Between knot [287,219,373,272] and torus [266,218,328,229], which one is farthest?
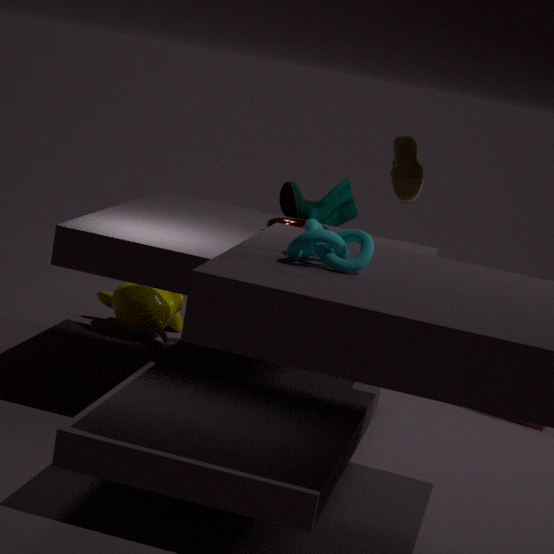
torus [266,218,328,229]
